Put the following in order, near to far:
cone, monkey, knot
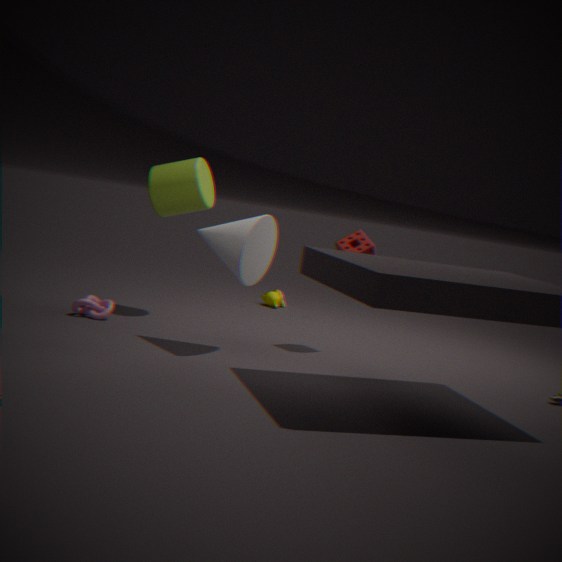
1. cone
2. knot
3. monkey
